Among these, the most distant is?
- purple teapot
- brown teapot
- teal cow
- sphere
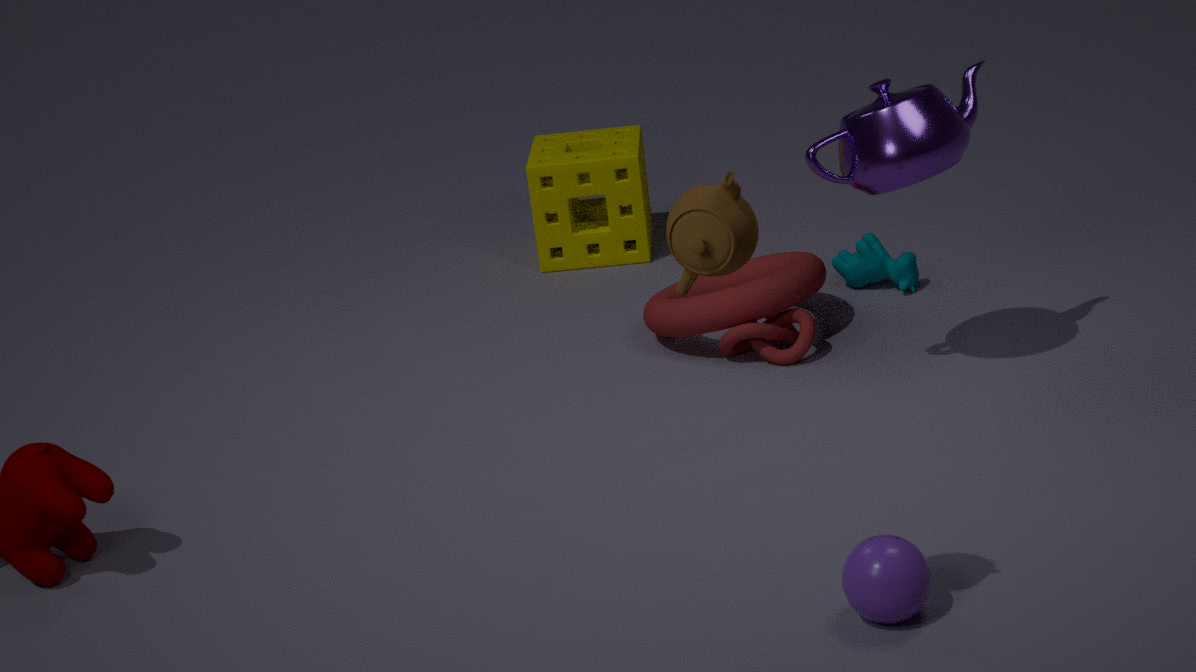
teal cow
